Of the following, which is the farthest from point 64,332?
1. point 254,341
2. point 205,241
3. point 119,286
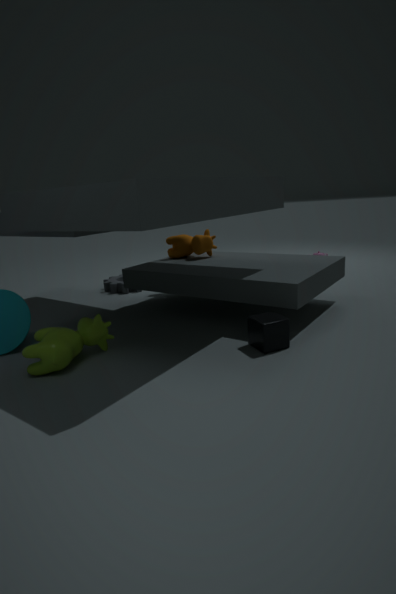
point 119,286
